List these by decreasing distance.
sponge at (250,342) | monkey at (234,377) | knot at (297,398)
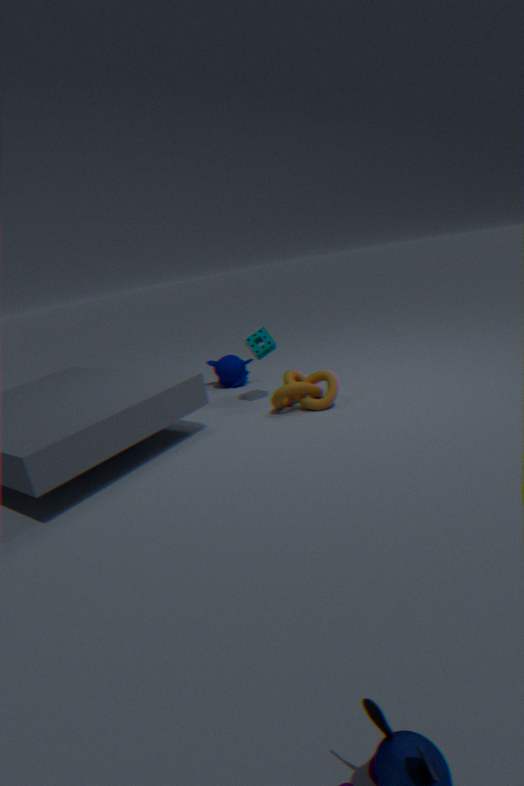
monkey at (234,377), sponge at (250,342), knot at (297,398)
